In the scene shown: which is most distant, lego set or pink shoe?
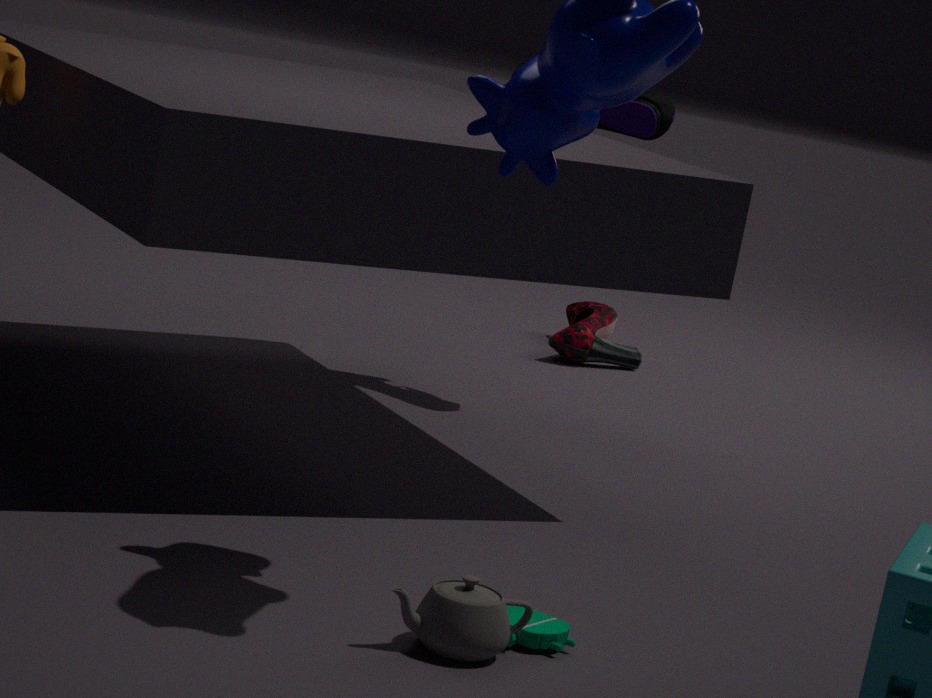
pink shoe
